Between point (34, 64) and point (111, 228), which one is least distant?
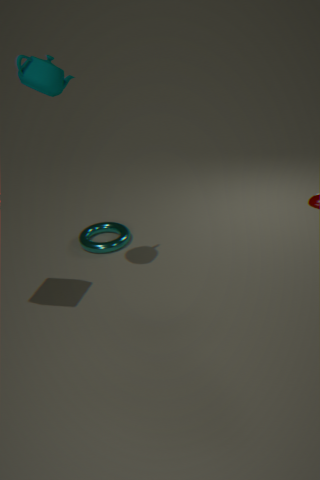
point (34, 64)
